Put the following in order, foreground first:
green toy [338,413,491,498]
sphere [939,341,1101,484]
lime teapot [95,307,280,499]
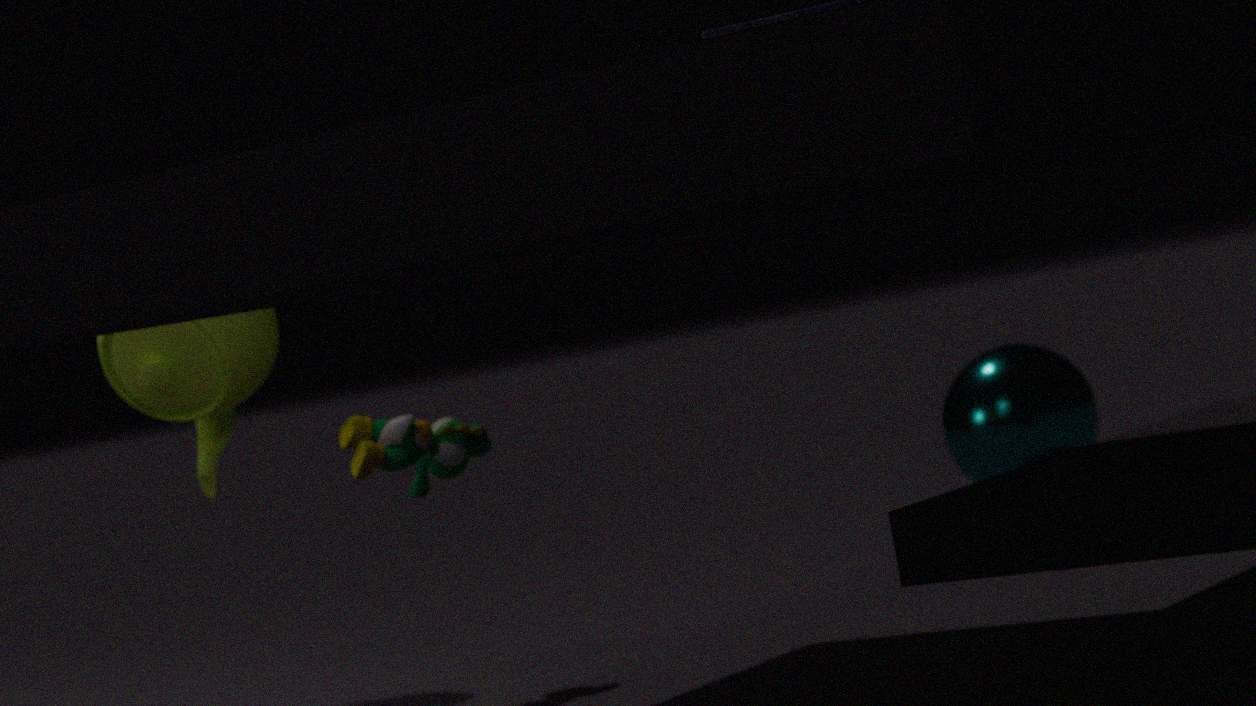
green toy [338,413,491,498] < lime teapot [95,307,280,499] < sphere [939,341,1101,484]
